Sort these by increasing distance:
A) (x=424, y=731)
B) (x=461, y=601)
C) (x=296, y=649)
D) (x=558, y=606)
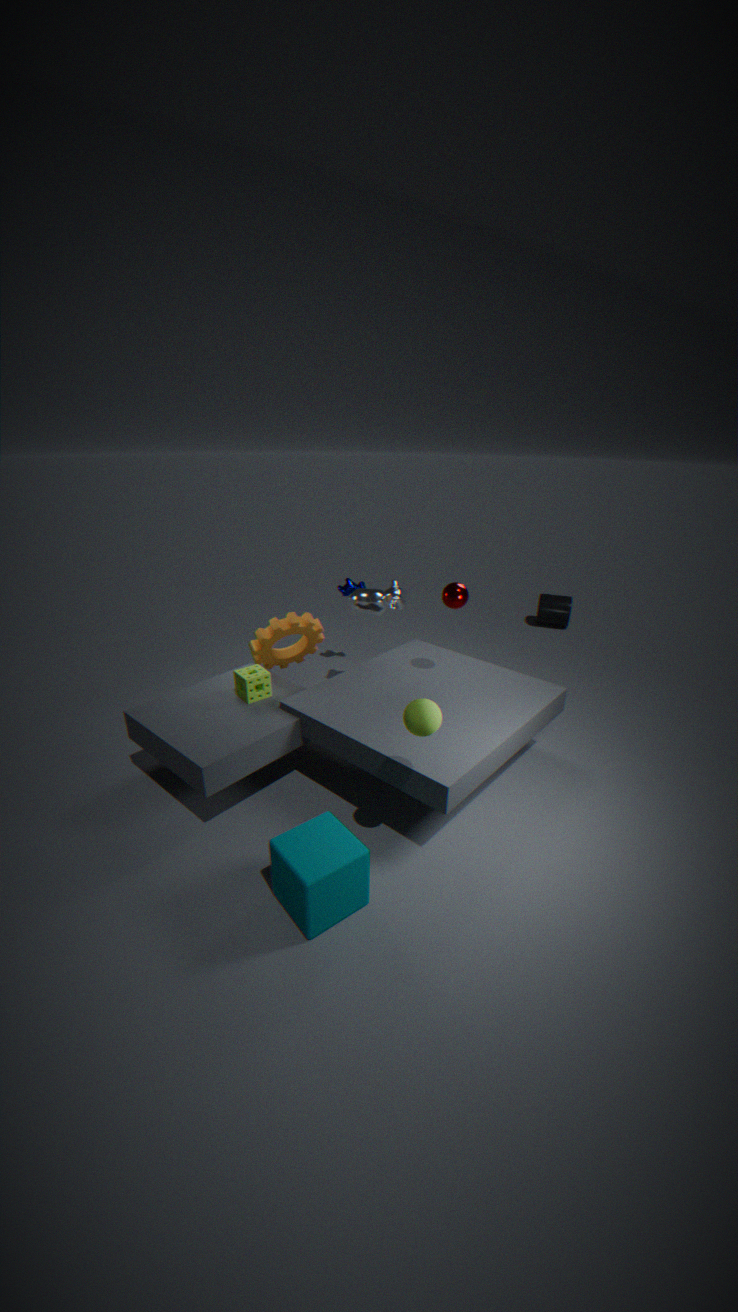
A. (x=424, y=731)
B. (x=461, y=601)
C. (x=296, y=649)
D. (x=558, y=606)
